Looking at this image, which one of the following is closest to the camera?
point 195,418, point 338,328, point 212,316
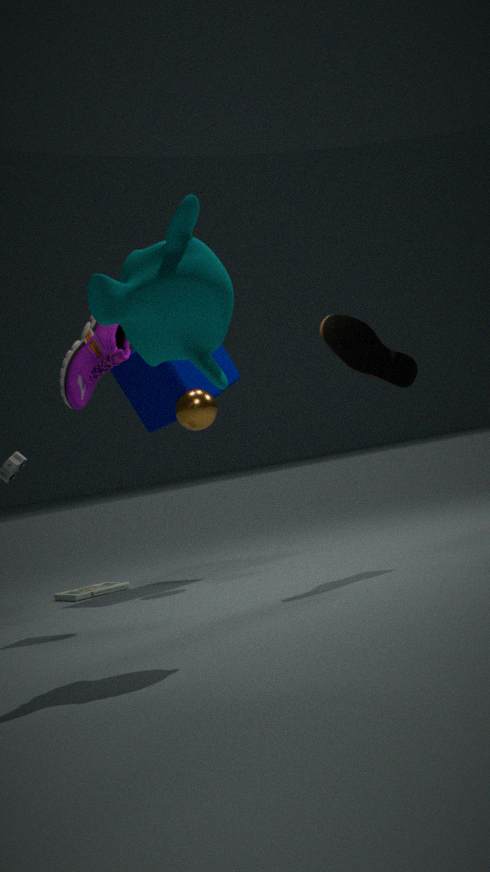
point 212,316
